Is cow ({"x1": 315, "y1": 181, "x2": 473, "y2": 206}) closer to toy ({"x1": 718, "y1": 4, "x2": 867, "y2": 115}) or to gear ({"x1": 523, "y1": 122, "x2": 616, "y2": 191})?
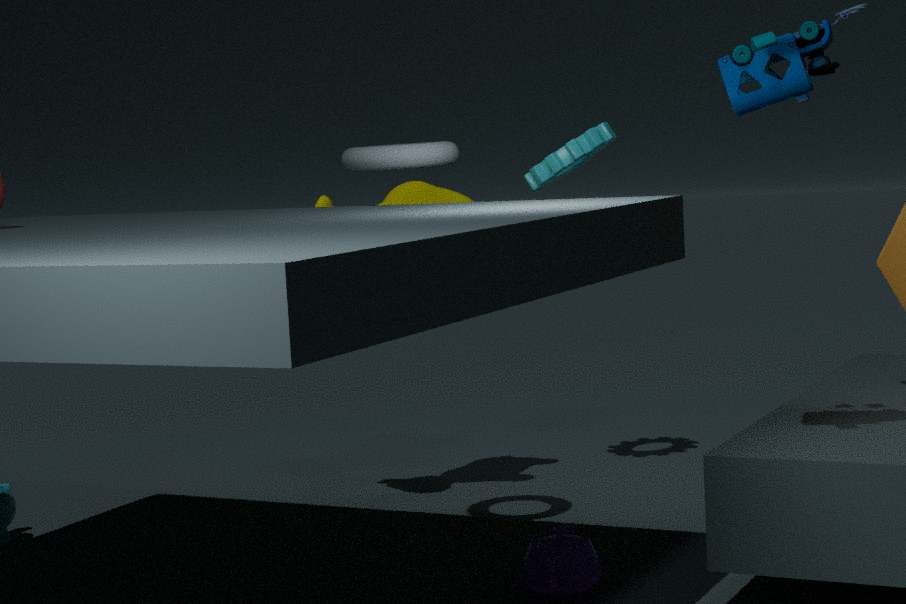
gear ({"x1": 523, "y1": 122, "x2": 616, "y2": 191})
